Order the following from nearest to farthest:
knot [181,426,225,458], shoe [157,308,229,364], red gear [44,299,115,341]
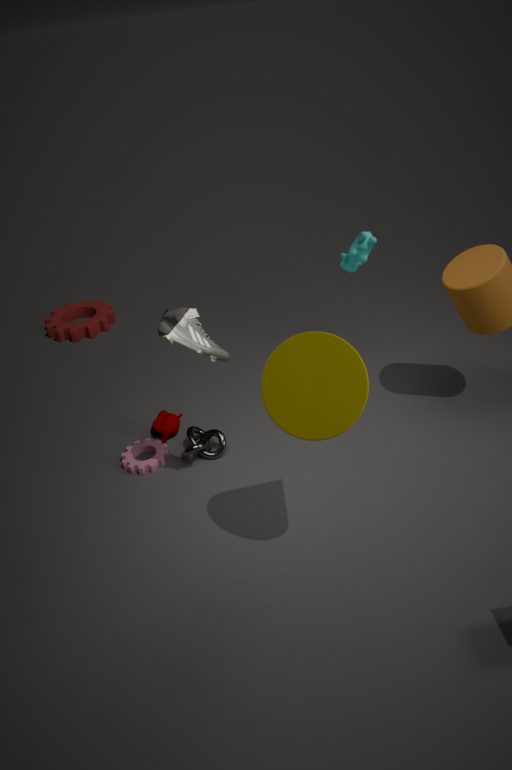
1. shoe [157,308,229,364]
2. knot [181,426,225,458]
3. red gear [44,299,115,341]
